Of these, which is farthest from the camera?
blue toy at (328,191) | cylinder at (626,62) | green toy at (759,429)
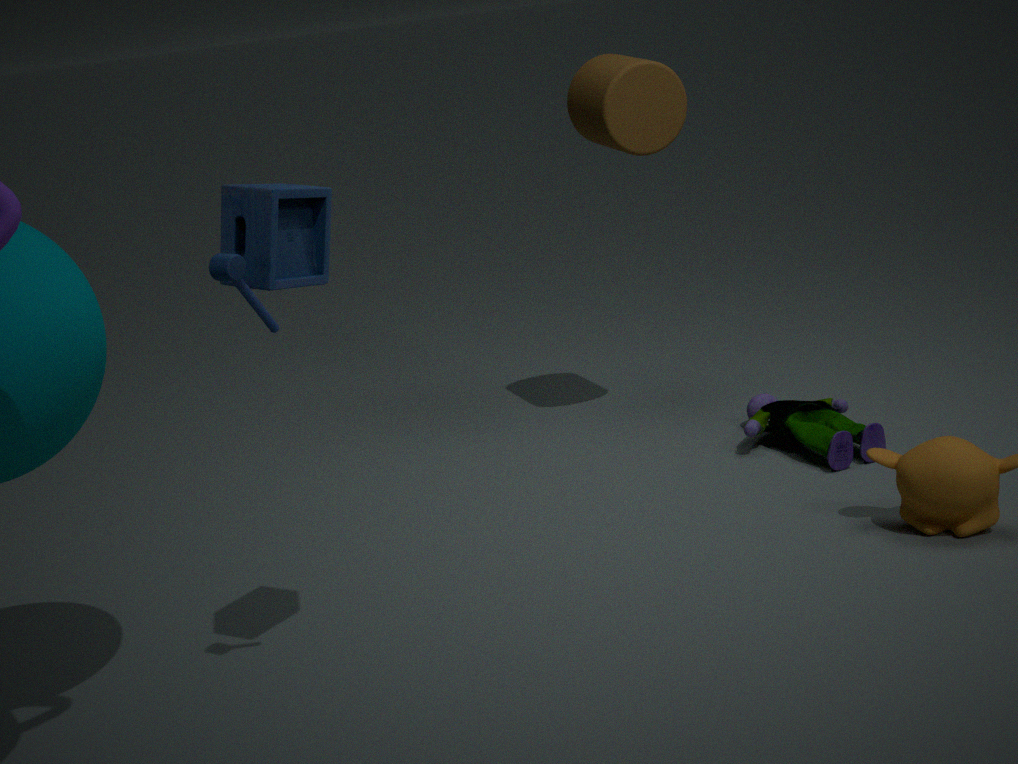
cylinder at (626,62)
